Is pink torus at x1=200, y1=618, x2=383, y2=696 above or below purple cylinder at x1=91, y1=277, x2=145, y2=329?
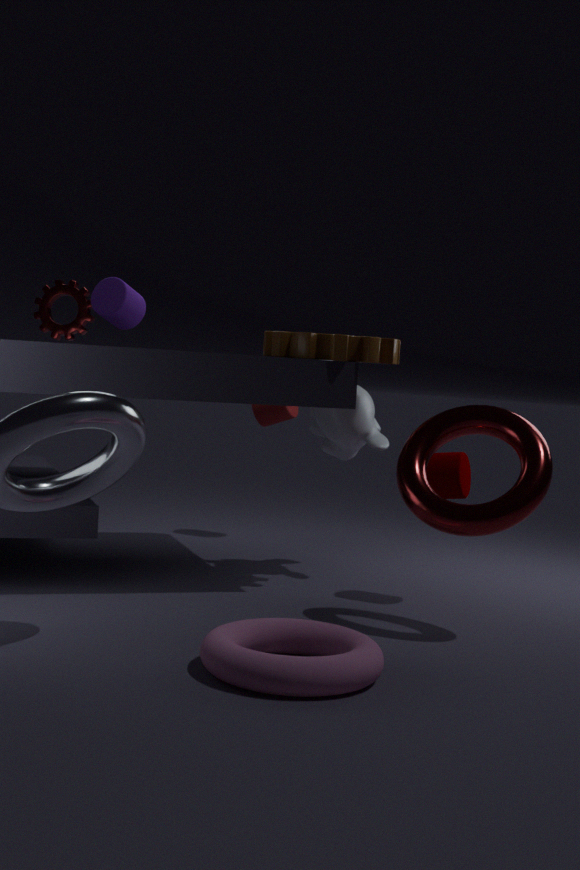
below
